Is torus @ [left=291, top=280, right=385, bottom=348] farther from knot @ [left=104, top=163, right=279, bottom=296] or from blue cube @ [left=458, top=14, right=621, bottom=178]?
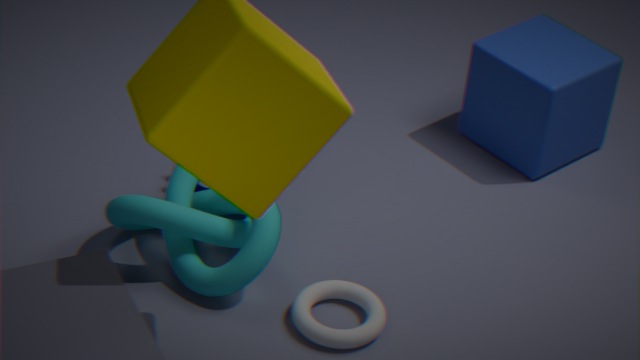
blue cube @ [left=458, top=14, right=621, bottom=178]
